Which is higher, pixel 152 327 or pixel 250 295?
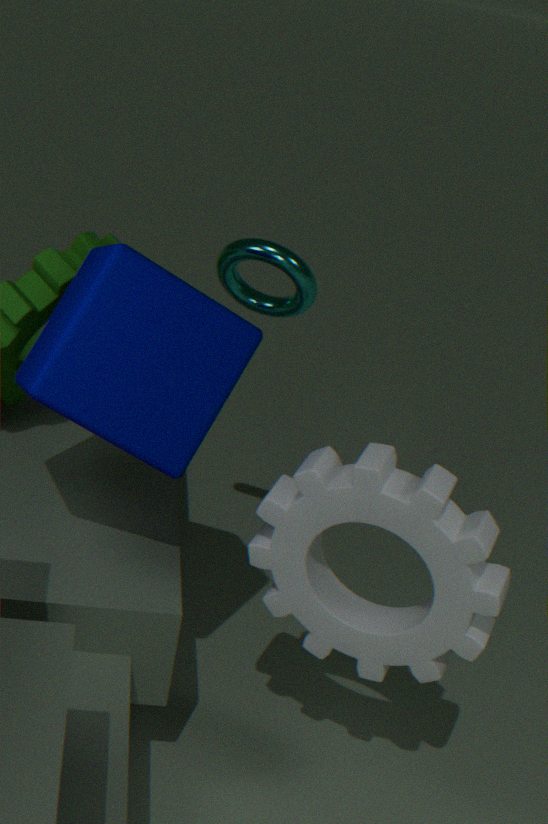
pixel 250 295
